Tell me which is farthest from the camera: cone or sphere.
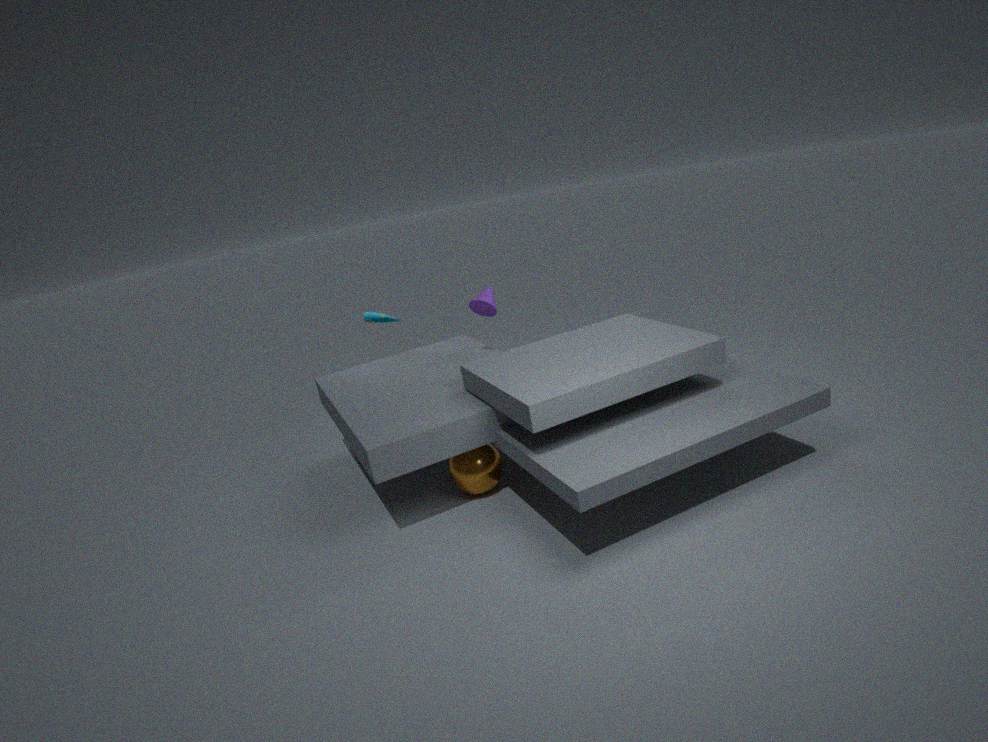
cone
